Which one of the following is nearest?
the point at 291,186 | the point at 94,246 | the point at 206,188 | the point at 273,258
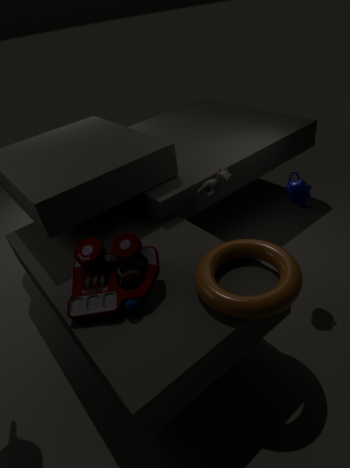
the point at 94,246
